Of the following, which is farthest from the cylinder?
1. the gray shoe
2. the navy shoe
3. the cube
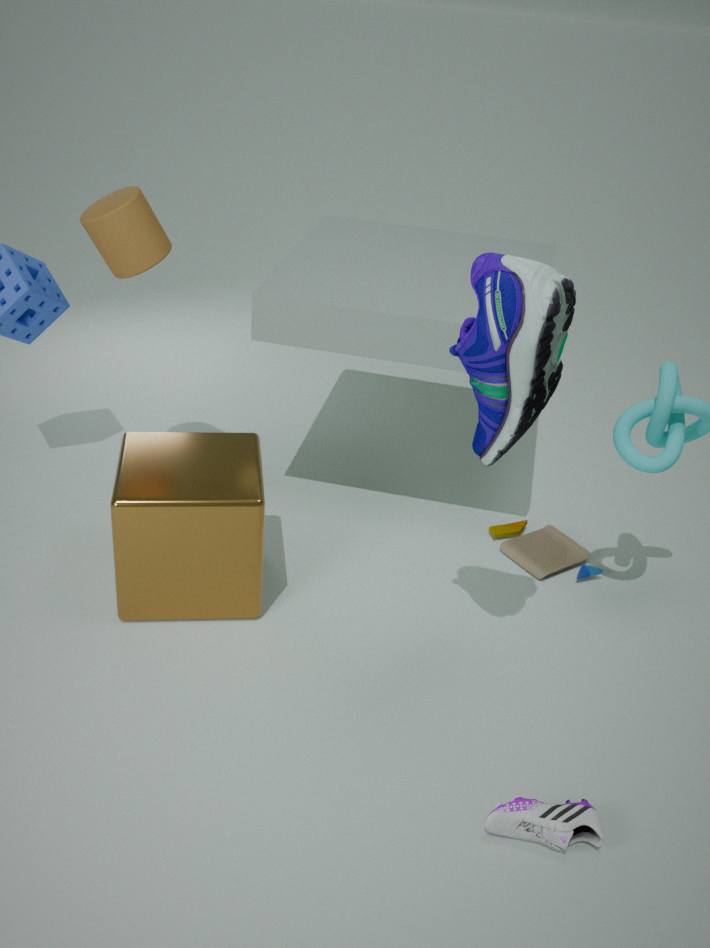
the gray shoe
